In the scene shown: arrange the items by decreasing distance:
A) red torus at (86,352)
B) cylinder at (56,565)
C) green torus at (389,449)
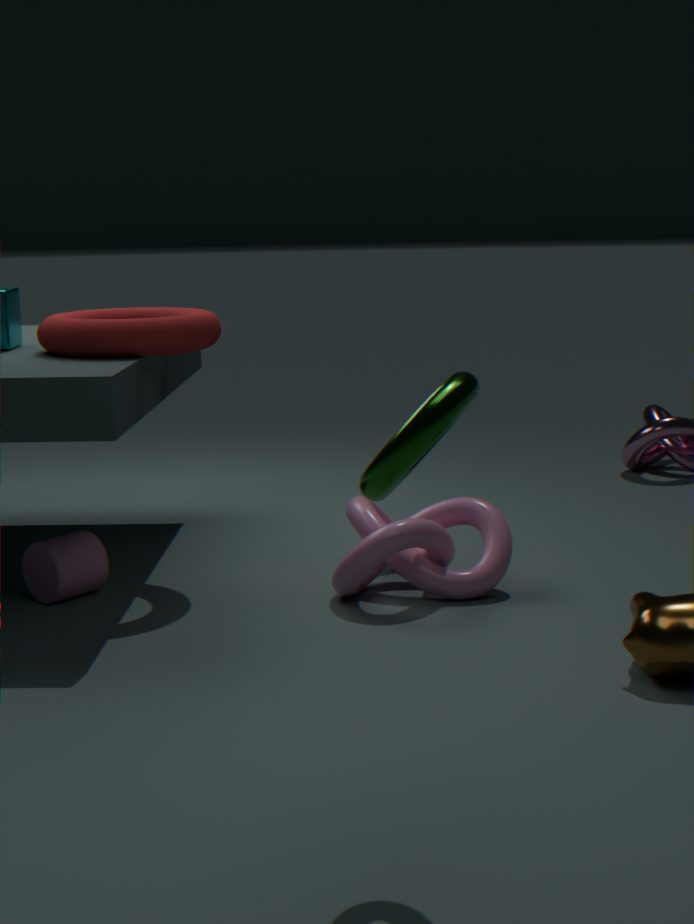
cylinder at (56,565) < red torus at (86,352) < green torus at (389,449)
